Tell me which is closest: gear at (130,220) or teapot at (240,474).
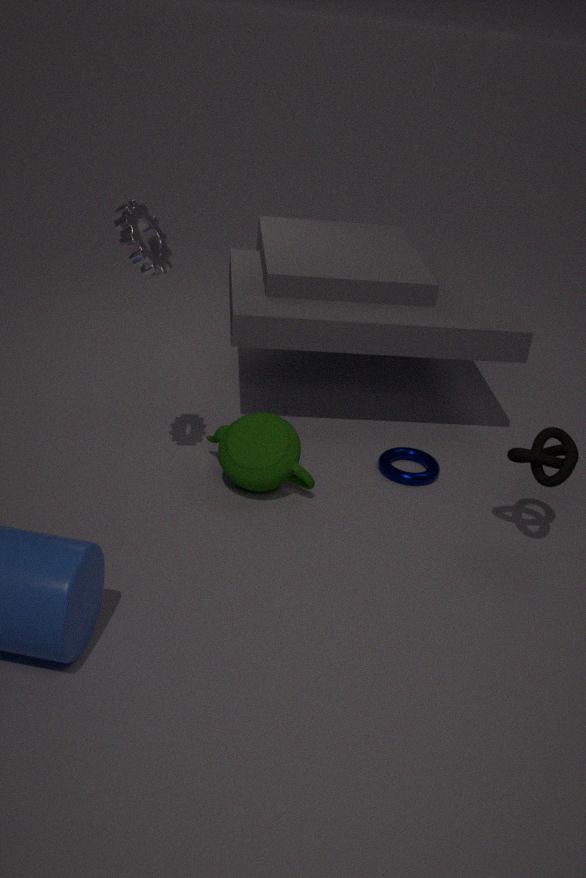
gear at (130,220)
